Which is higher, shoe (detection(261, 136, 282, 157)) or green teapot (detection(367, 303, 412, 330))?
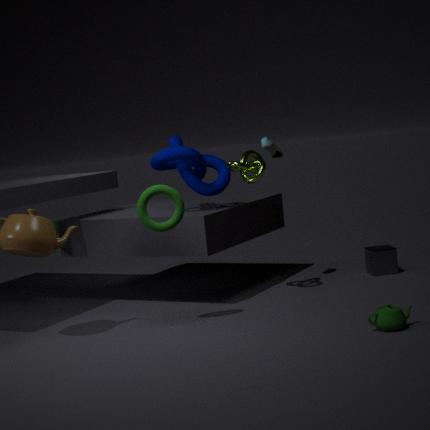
shoe (detection(261, 136, 282, 157))
